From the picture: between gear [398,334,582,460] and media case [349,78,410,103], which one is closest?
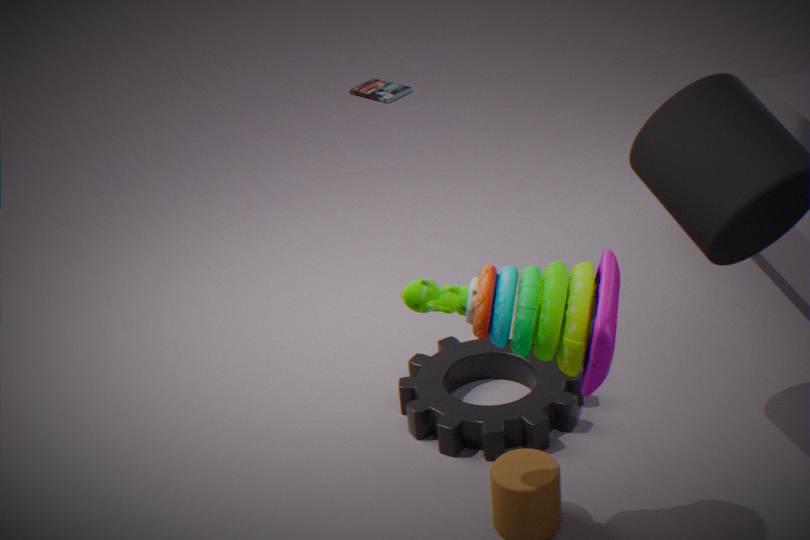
gear [398,334,582,460]
